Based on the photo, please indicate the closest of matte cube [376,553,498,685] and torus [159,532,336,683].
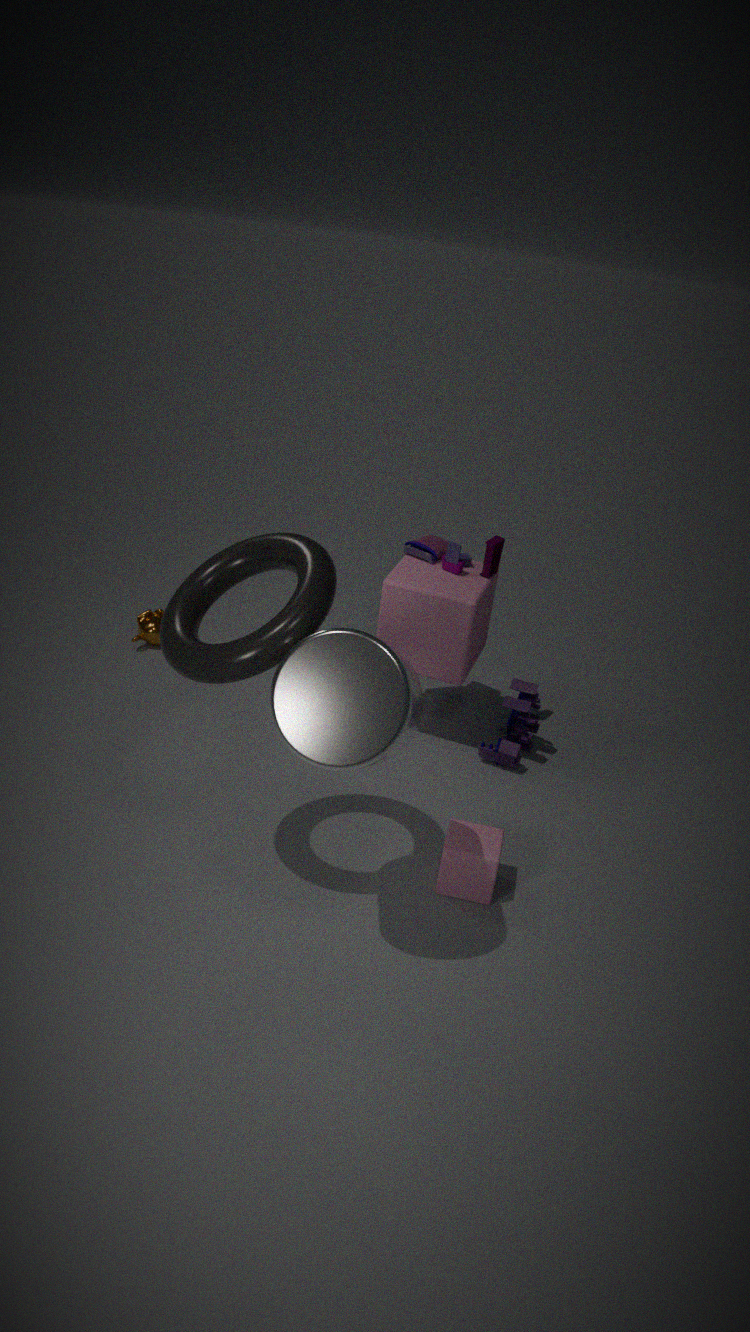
torus [159,532,336,683]
